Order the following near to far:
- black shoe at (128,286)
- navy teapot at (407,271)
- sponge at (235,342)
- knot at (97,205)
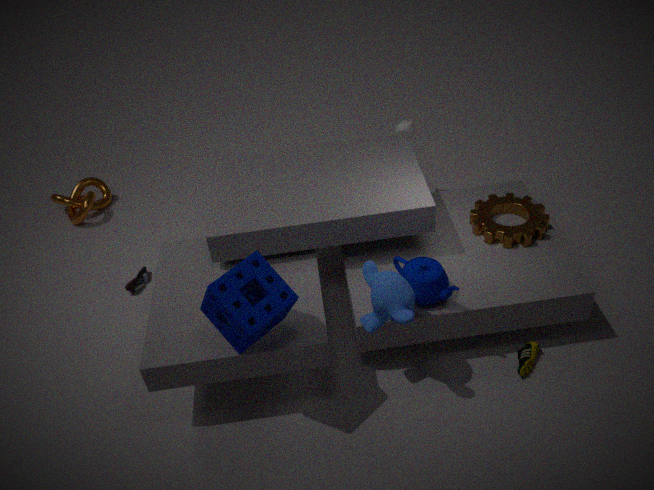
sponge at (235,342), navy teapot at (407,271), black shoe at (128,286), knot at (97,205)
